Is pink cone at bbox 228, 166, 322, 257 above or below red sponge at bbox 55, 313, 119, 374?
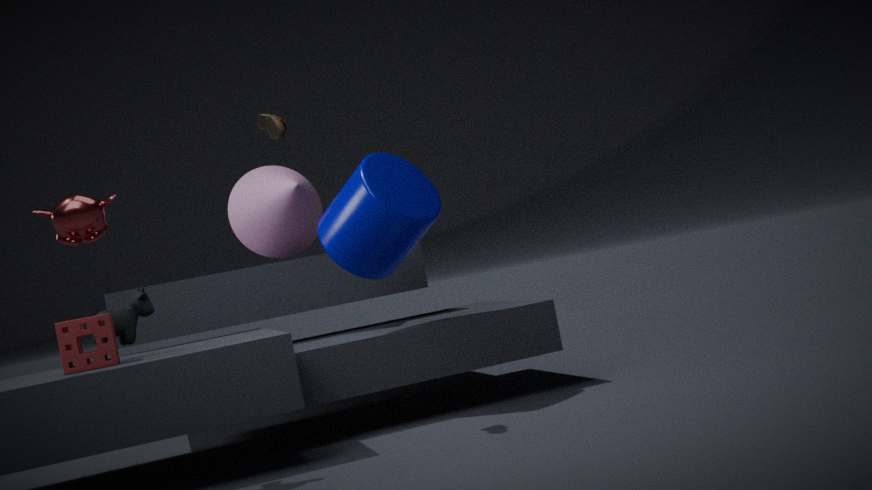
above
